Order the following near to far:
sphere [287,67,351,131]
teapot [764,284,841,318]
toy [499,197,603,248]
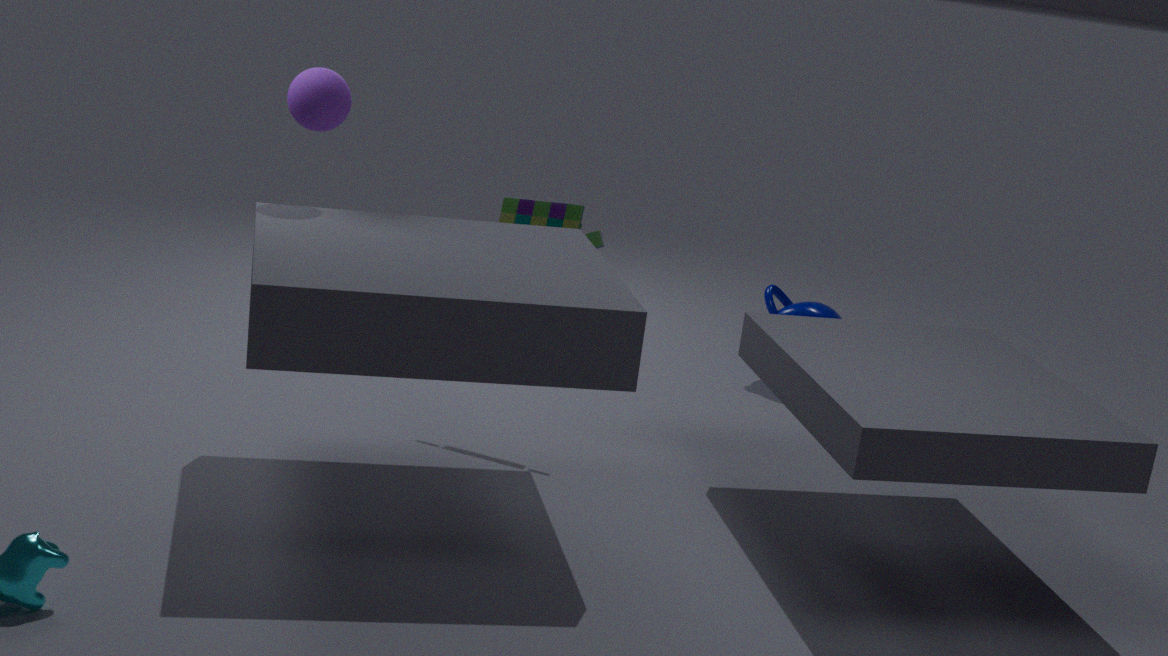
1. sphere [287,67,351,131]
2. toy [499,197,603,248]
3. teapot [764,284,841,318]
